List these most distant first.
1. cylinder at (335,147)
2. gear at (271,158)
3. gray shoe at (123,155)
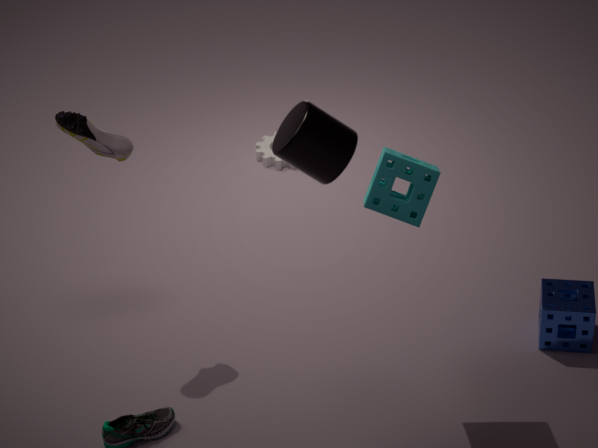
gear at (271,158) < gray shoe at (123,155) < cylinder at (335,147)
